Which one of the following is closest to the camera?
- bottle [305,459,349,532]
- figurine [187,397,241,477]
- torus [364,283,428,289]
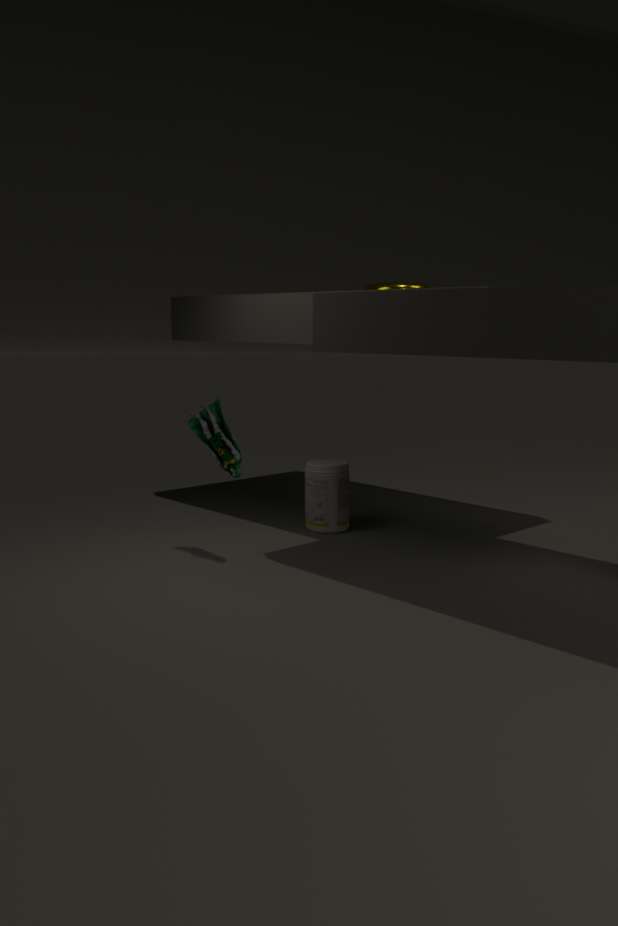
figurine [187,397,241,477]
